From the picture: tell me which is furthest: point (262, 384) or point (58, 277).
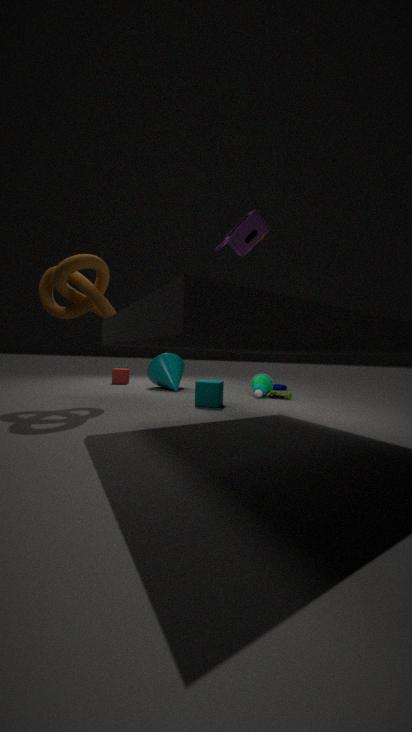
point (262, 384)
